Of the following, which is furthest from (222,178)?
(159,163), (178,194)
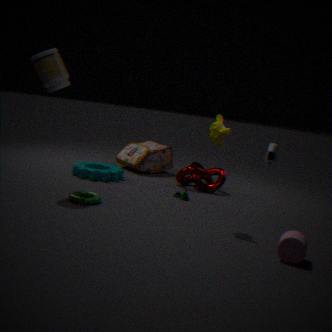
(159,163)
